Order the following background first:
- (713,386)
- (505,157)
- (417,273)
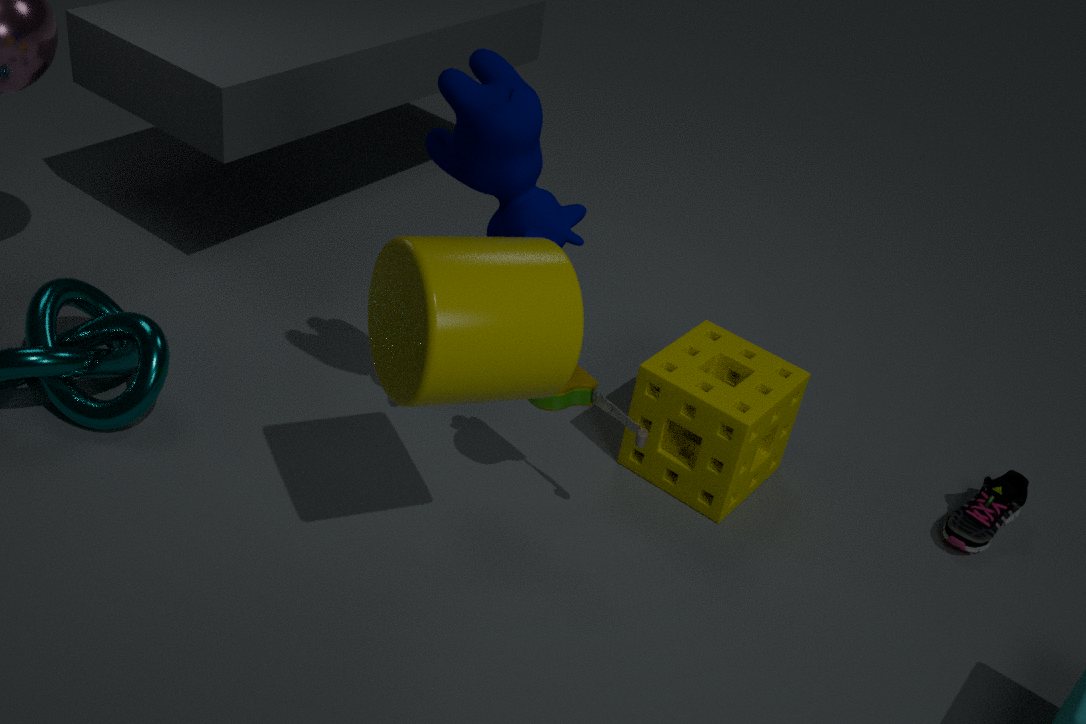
1. (713,386)
2. (505,157)
3. (417,273)
